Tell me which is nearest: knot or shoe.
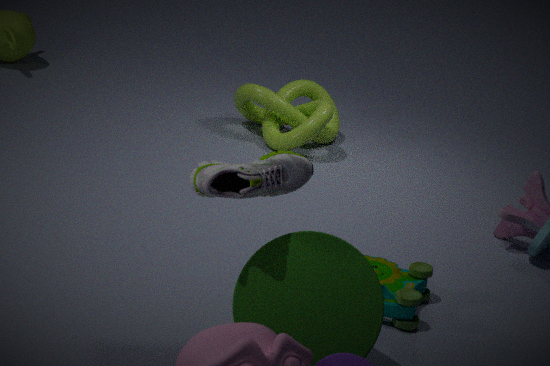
Result: shoe
